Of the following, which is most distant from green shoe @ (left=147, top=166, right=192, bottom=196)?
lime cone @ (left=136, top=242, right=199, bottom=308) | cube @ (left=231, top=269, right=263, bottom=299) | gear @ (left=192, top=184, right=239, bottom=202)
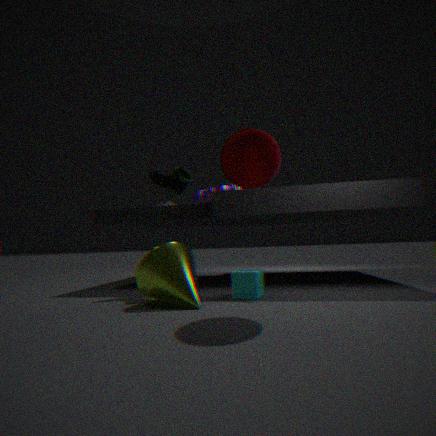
cube @ (left=231, top=269, right=263, bottom=299)
